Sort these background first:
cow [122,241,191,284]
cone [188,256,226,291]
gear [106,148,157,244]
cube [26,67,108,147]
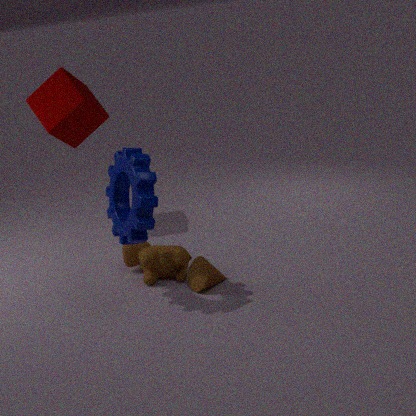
cube [26,67,108,147]
cow [122,241,191,284]
cone [188,256,226,291]
gear [106,148,157,244]
